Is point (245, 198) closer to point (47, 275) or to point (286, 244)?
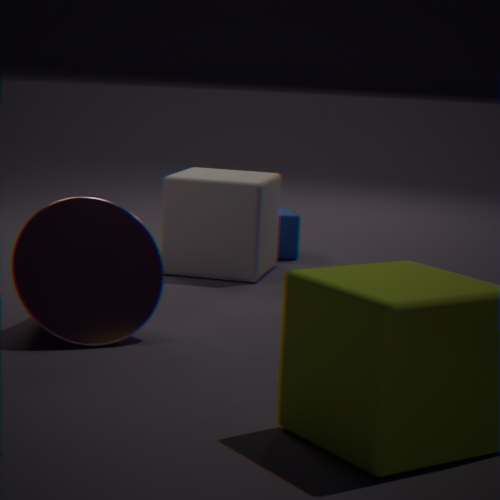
point (286, 244)
